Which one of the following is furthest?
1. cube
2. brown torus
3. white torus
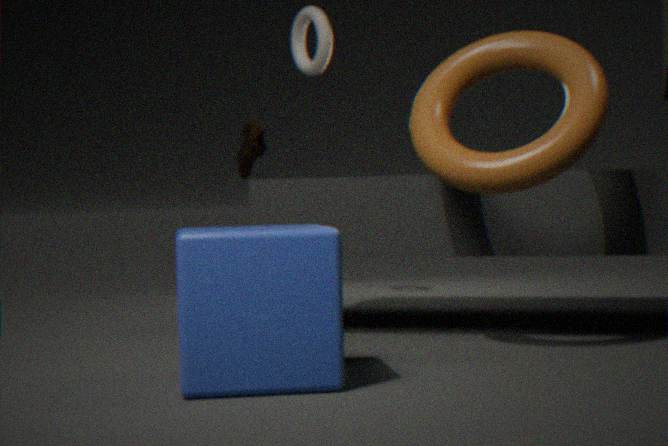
white torus
